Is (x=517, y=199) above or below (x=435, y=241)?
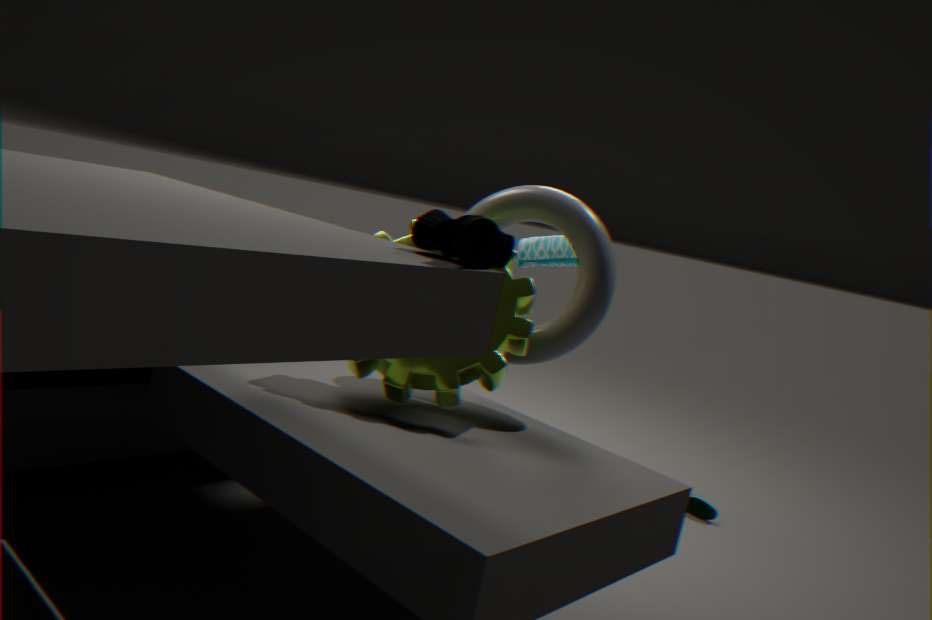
below
